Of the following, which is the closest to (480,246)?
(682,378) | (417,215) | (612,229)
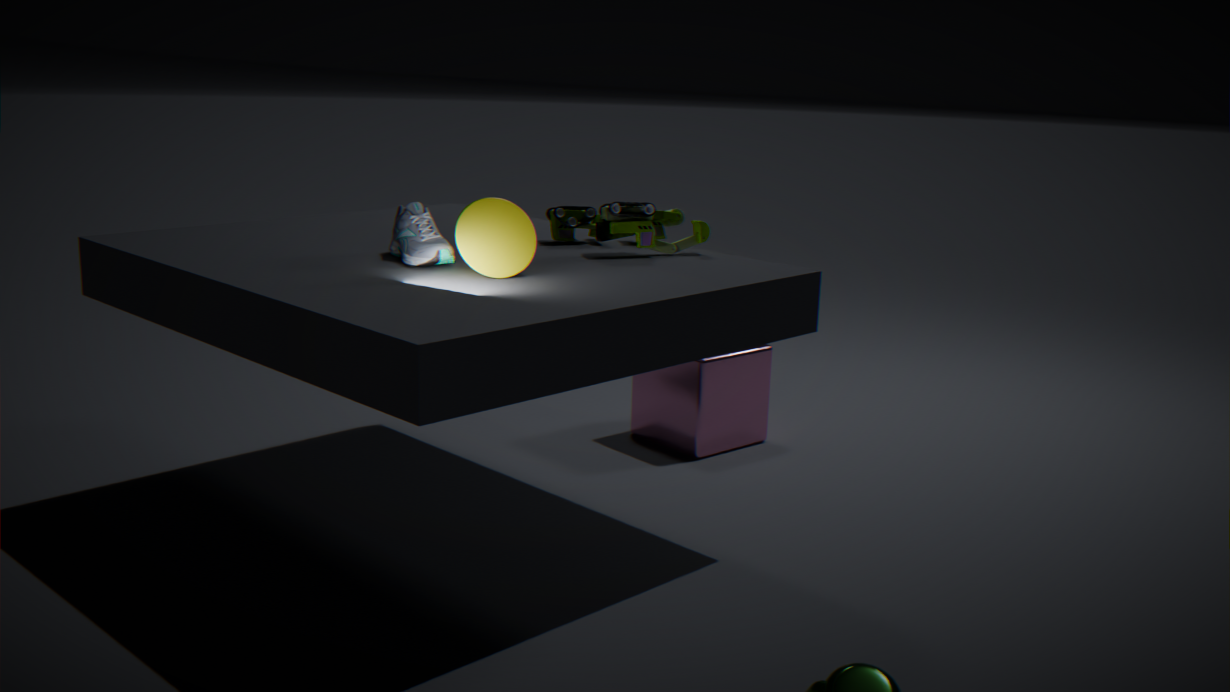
(417,215)
